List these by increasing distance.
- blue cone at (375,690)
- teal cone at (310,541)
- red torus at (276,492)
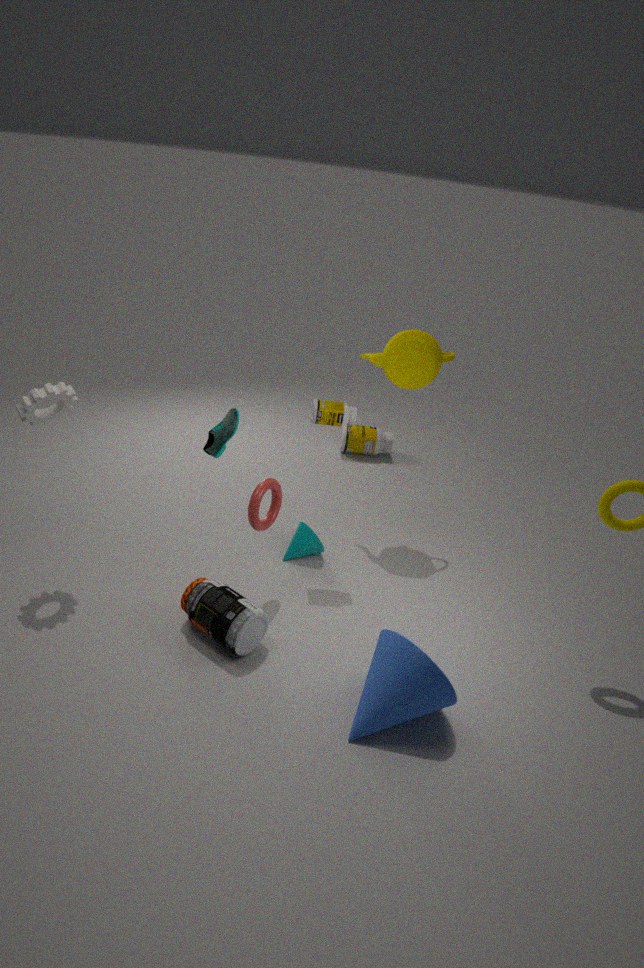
blue cone at (375,690) → red torus at (276,492) → teal cone at (310,541)
